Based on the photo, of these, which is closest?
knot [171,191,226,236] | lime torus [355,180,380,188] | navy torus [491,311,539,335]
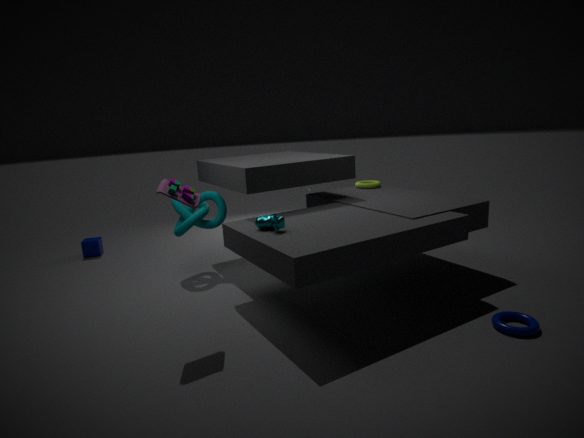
navy torus [491,311,539,335]
